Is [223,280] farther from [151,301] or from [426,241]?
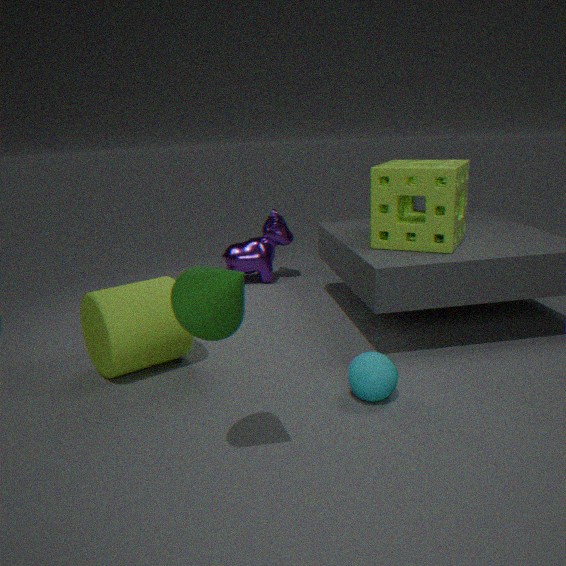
[426,241]
